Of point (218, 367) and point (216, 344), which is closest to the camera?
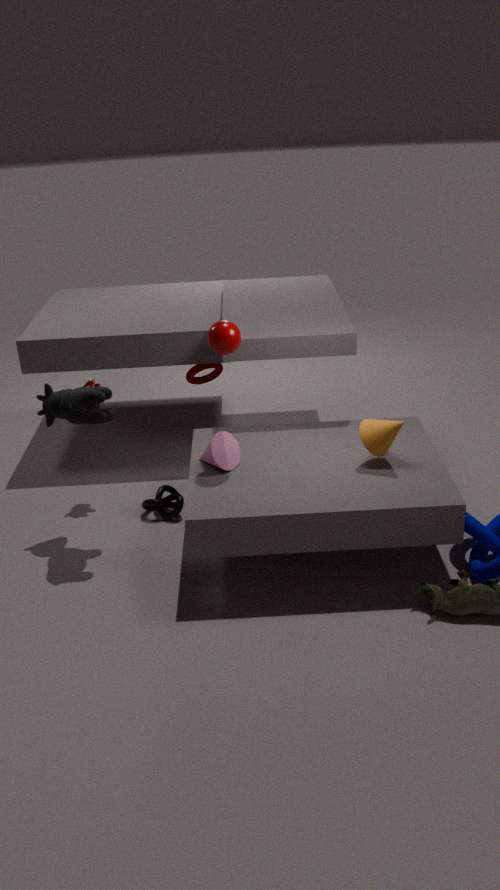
point (216, 344)
